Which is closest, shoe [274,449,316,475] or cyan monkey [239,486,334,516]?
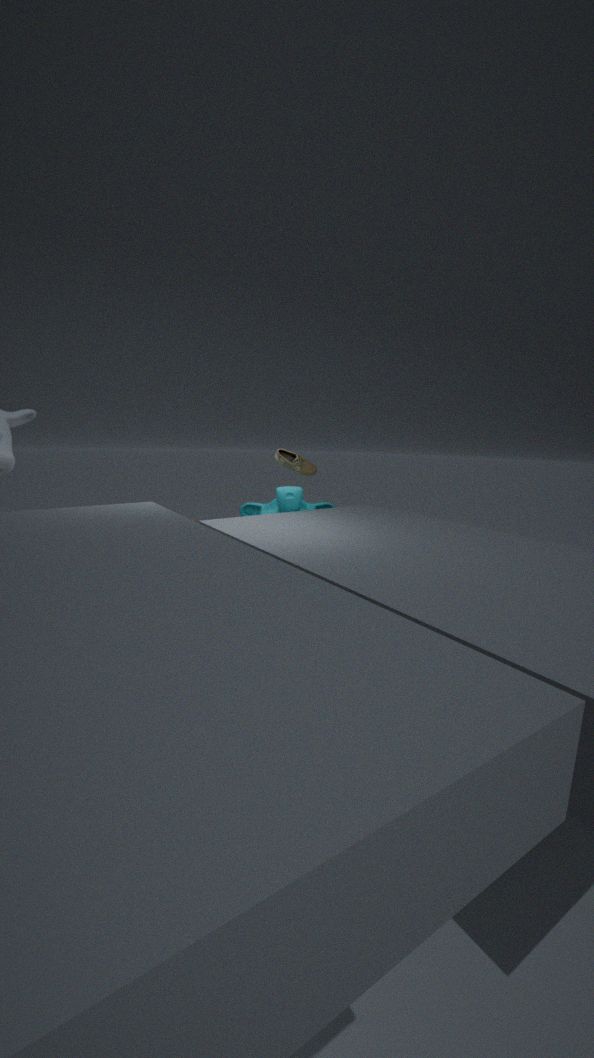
cyan monkey [239,486,334,516]
